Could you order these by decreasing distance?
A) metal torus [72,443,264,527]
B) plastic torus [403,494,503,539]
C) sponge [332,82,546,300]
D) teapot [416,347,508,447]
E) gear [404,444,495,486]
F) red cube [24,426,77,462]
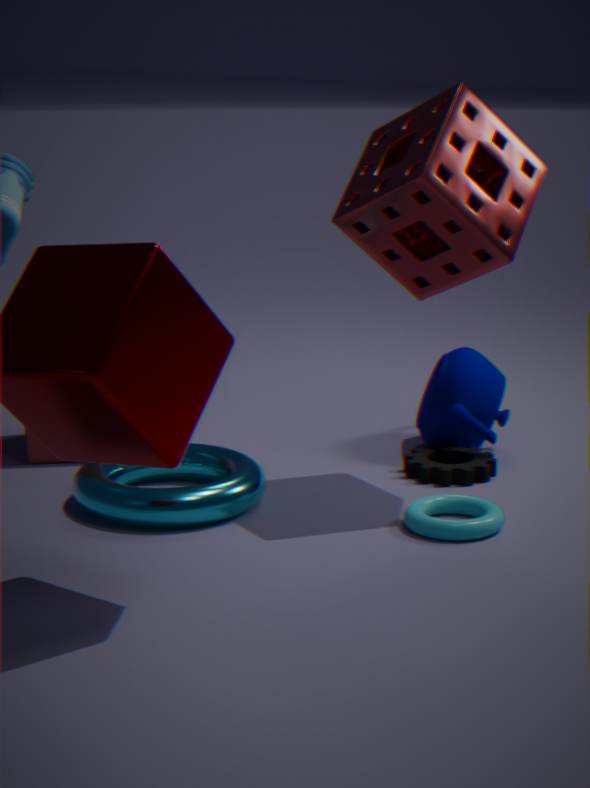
red cube [24,426,77,462], teapot [416,347,508,447], gear [404,444,495,486], metal torus [72,443,264,527], plastic torus [403,494,503,539], sponge [332,82,546,300]
